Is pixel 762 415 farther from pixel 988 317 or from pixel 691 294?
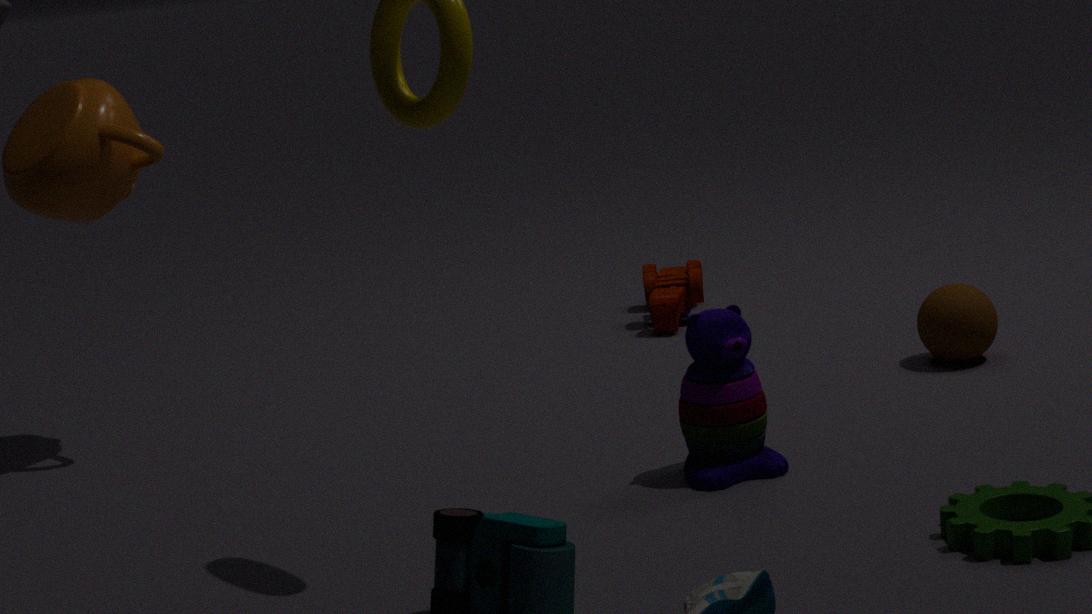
pixel 691 294
